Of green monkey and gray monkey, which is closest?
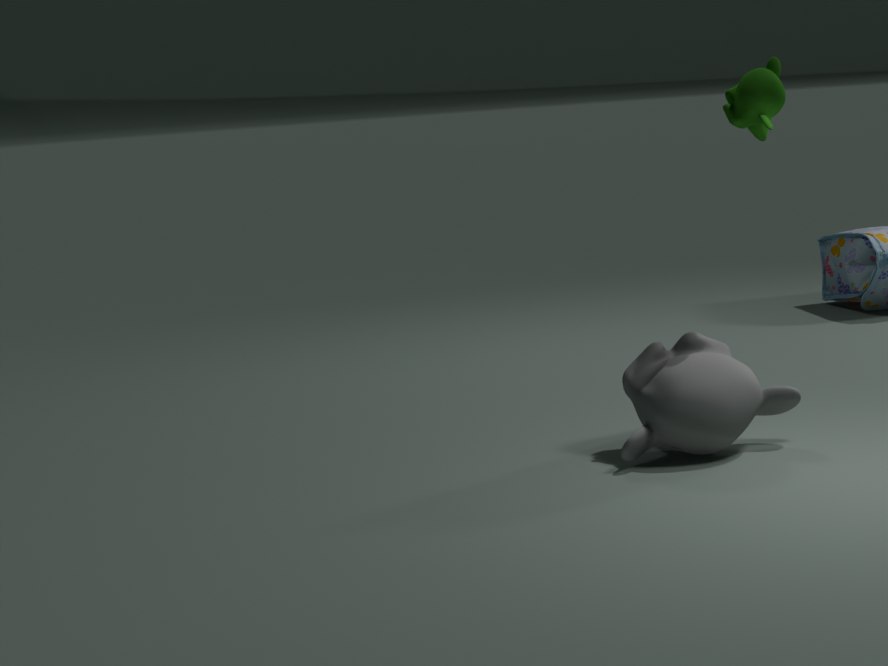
gray monkey
